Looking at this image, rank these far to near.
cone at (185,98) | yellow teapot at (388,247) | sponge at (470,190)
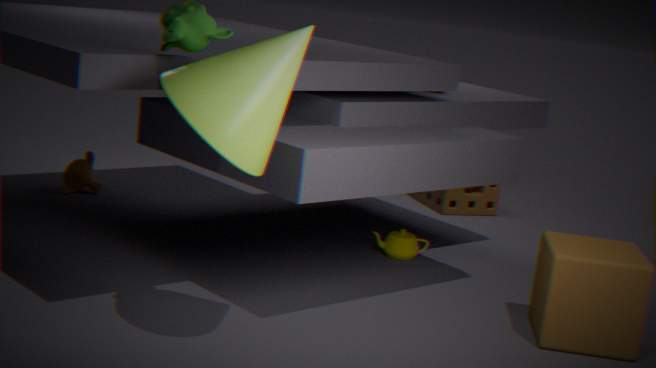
sponge at (470,190) < yellow teapot at (388,247) < cone at (185,98)
